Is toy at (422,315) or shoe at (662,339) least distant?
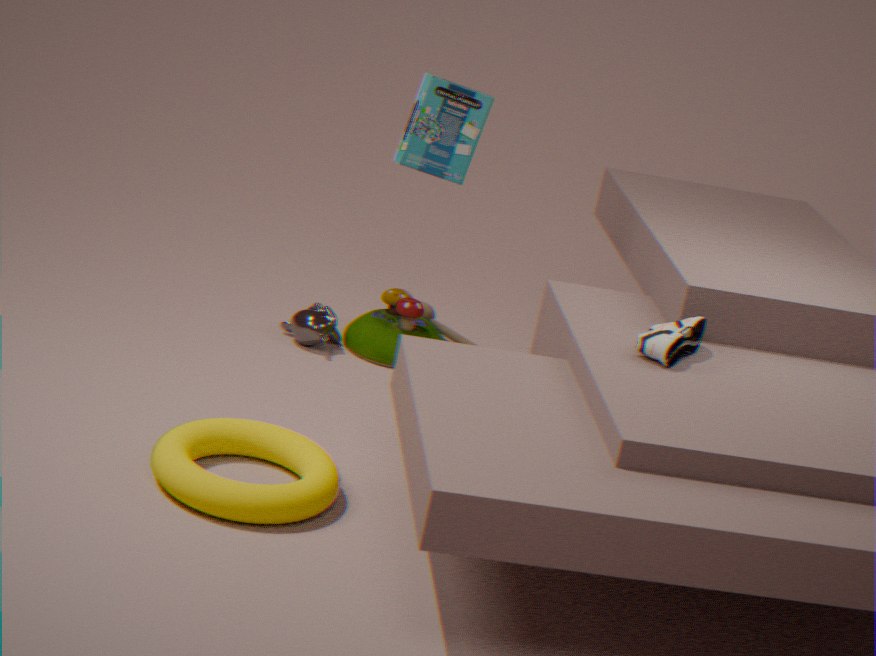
shoe at (662,339)
